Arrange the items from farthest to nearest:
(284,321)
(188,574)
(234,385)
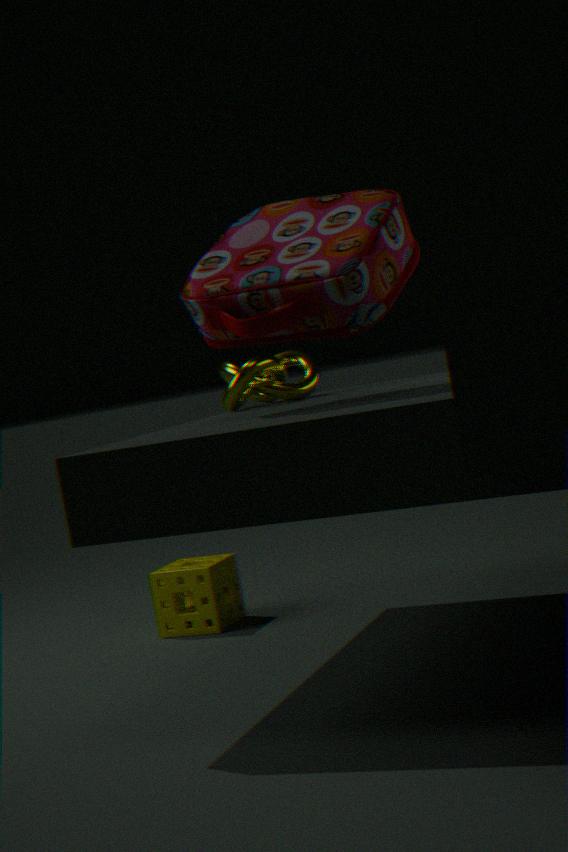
(188,574) → (234,385) → (284,321)
